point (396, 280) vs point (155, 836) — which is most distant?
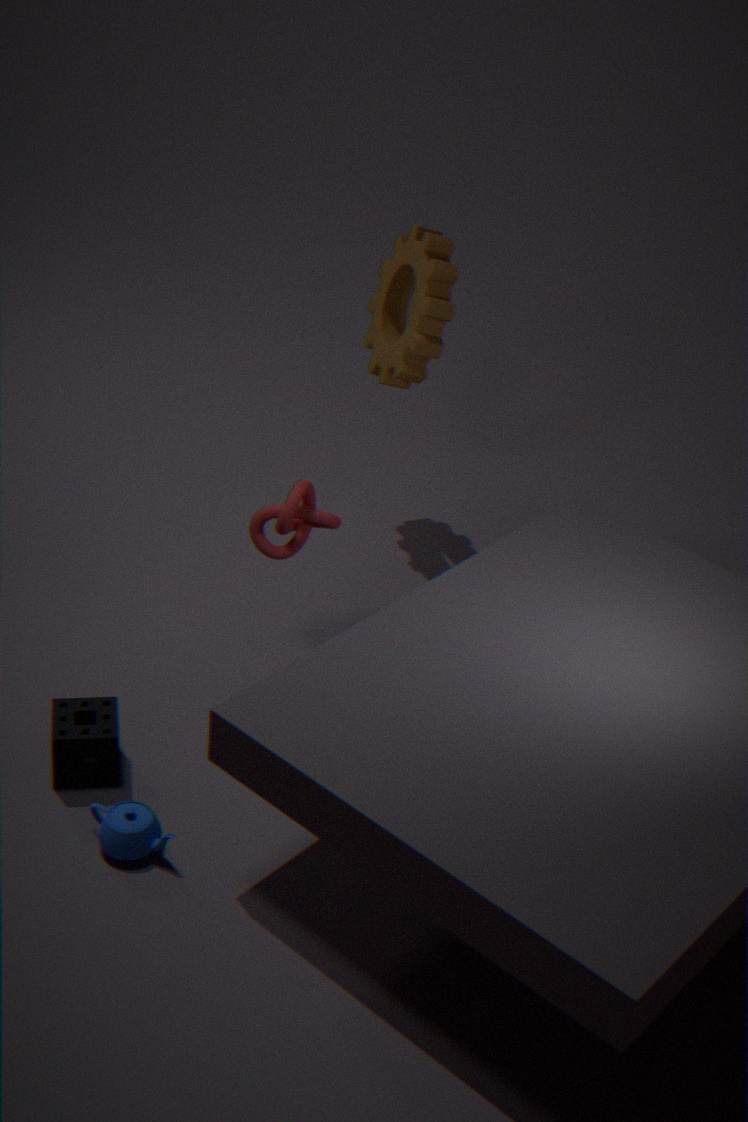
point (396, 280)
